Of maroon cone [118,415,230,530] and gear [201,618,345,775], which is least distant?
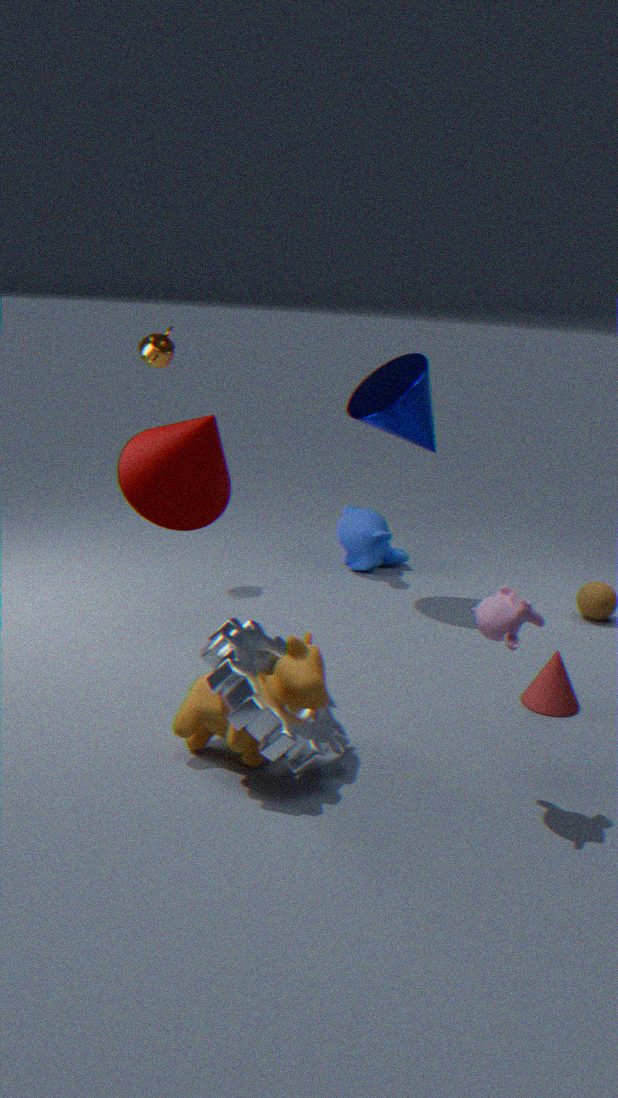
gear [201,618,345,775]
